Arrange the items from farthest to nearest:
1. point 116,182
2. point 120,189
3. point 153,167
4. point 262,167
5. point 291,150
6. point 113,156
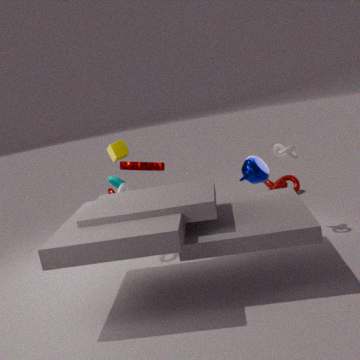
point 153,167
point 113,156
point 116,182
point 262,167
point 291,150
point 120,189
